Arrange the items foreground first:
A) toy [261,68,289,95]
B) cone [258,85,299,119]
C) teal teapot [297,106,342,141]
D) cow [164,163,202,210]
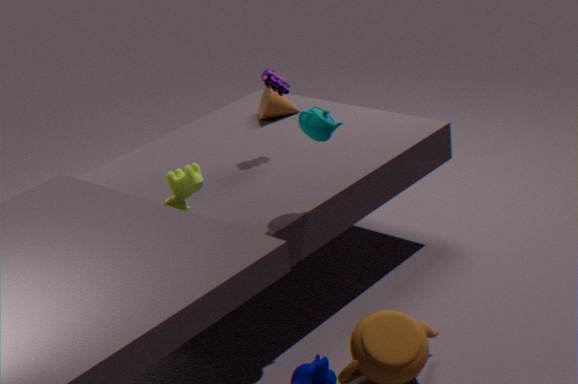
teal teapot [297,106,342,141] → cow [164,163,202,210] → toy [261,68,289,95] → cone [258,85,299,119]
